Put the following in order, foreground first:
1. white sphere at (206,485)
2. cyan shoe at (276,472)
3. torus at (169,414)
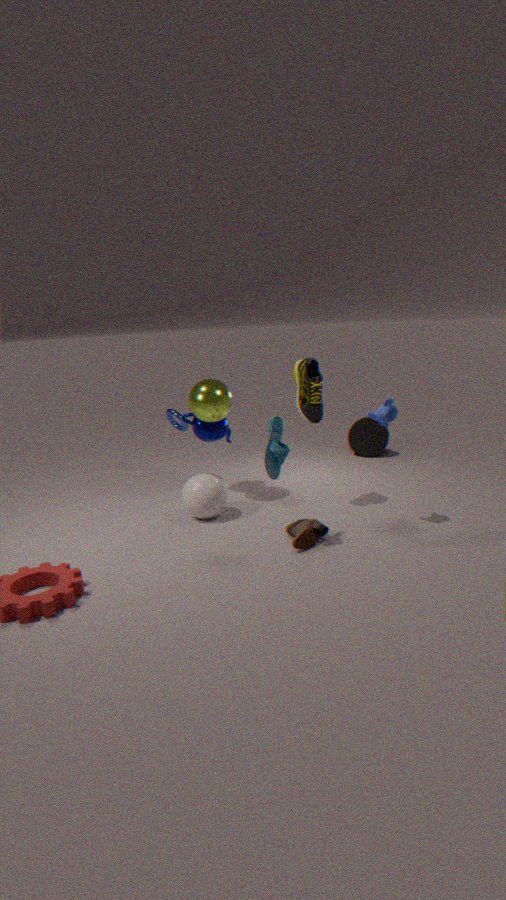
cyan shoe at (276,472)
white sphere at (206,485)
torus at (169,414)
